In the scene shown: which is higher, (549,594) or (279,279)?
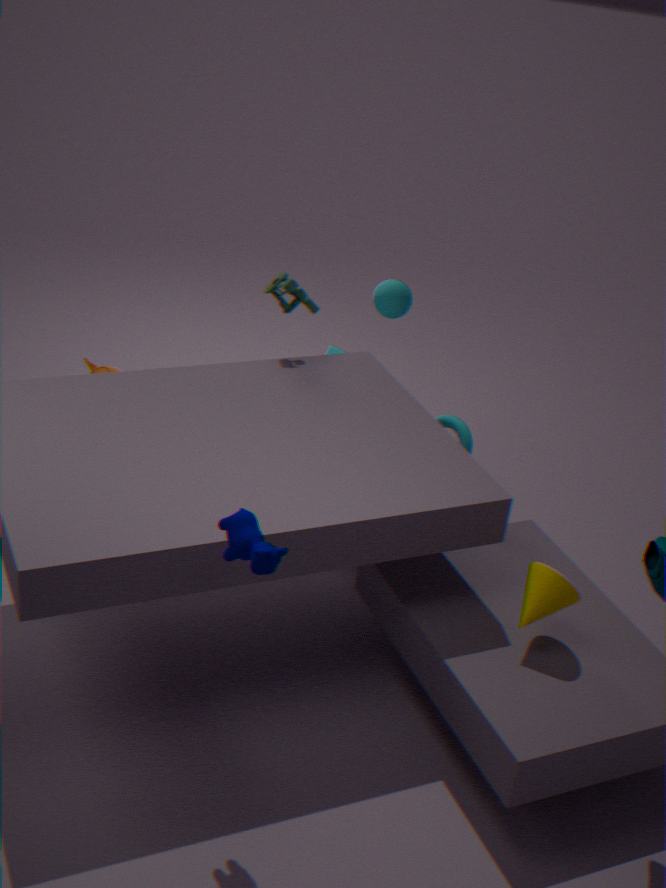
(279,279)
